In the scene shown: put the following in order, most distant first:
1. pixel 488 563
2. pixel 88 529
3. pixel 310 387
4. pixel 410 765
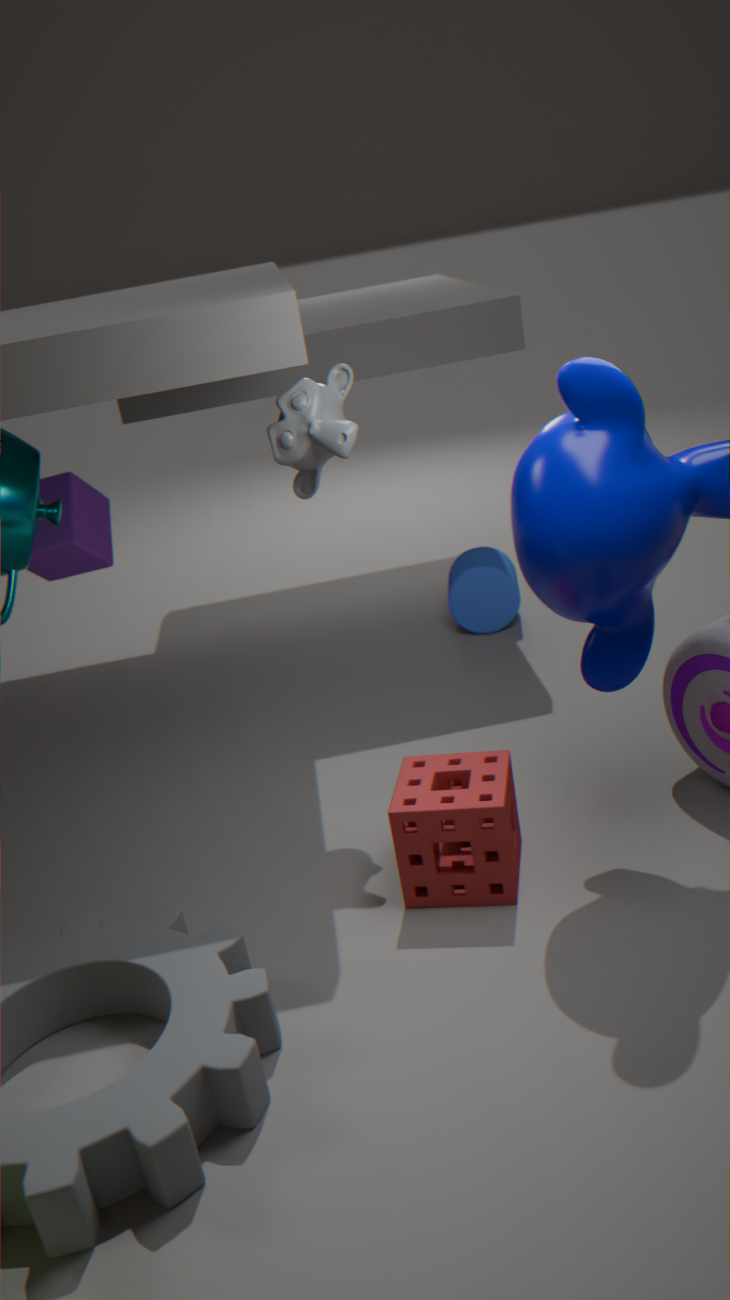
pixel 488 563 < pixel 88 529 < pixel 310 387 < pixel 410 765
